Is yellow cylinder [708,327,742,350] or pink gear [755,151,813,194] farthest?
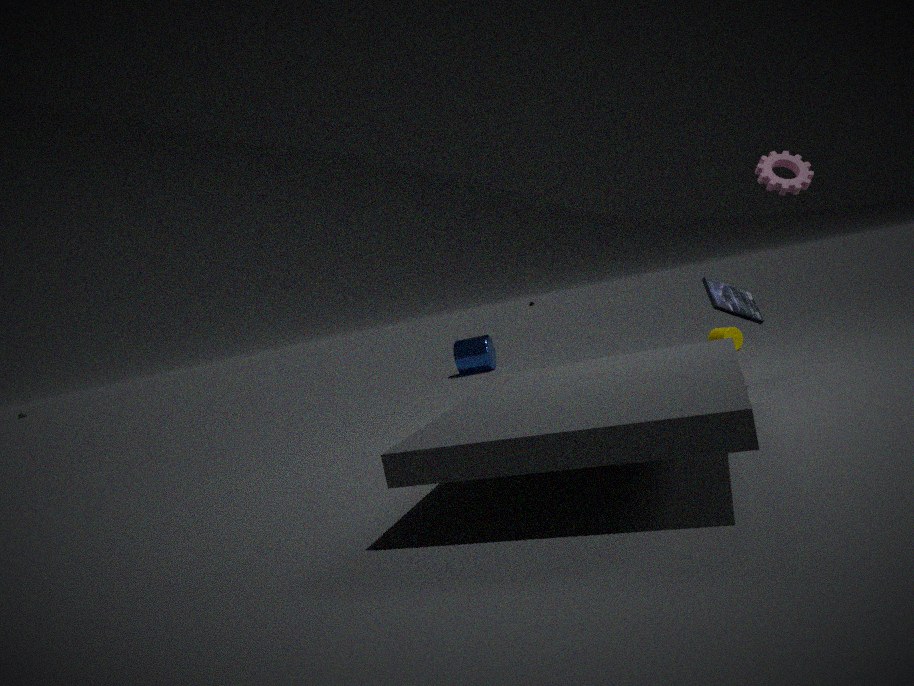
yellow cylinder [708,327,742,350]
